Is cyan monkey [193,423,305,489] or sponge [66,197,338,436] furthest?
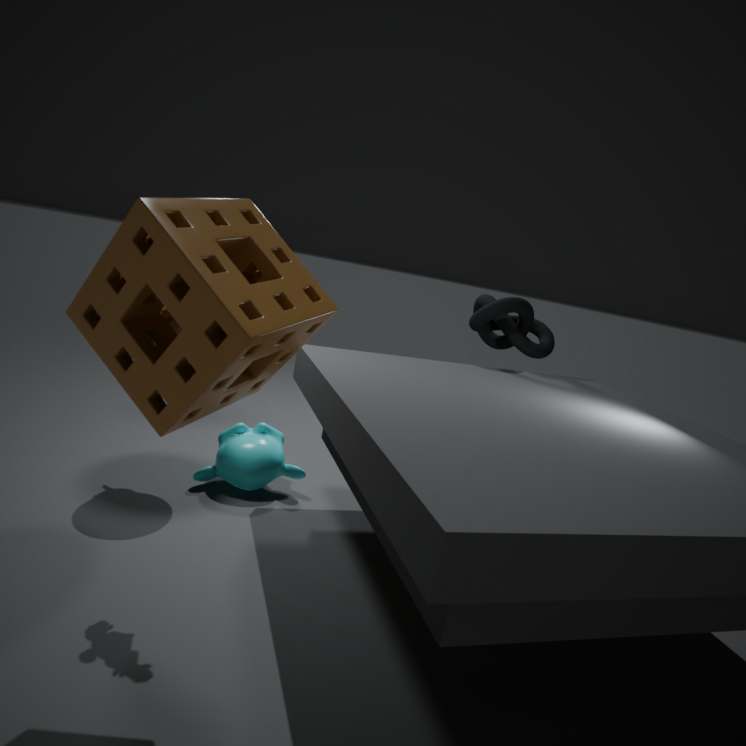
cyan monkey [193,423,305,489]
